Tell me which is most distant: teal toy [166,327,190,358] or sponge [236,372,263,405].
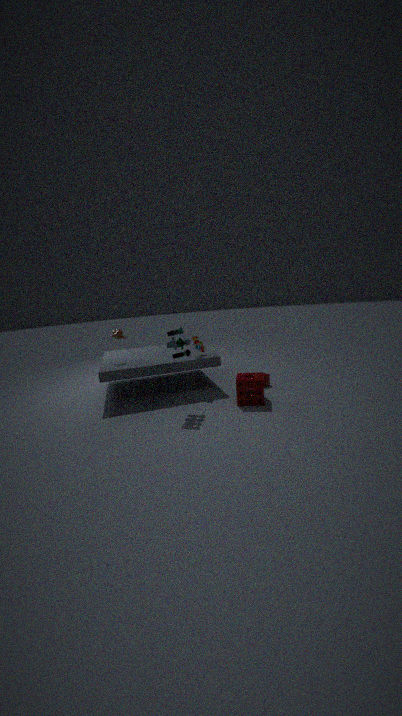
sponge [236,372,263,405]
